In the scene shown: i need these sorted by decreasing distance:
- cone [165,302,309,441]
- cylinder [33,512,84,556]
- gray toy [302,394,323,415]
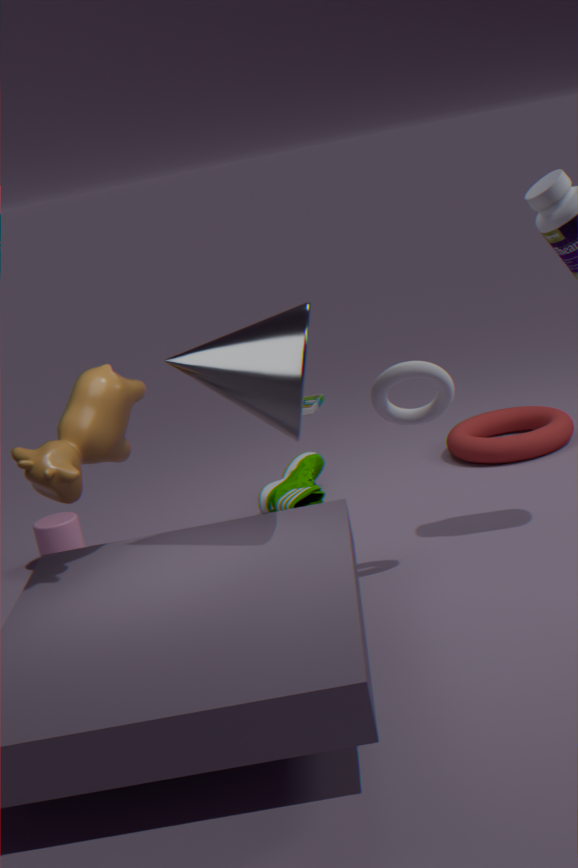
gray toy [302,394,323,415], cylinder [33,512,84,556], cone [165,302,309,441]
